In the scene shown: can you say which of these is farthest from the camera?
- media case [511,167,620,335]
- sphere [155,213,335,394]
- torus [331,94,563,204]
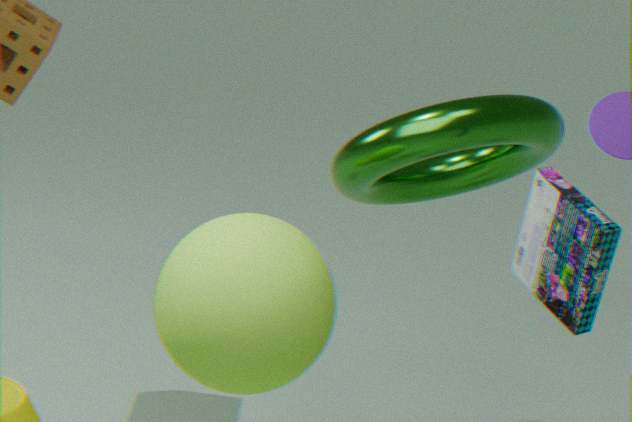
torus [331,94,563,204]
